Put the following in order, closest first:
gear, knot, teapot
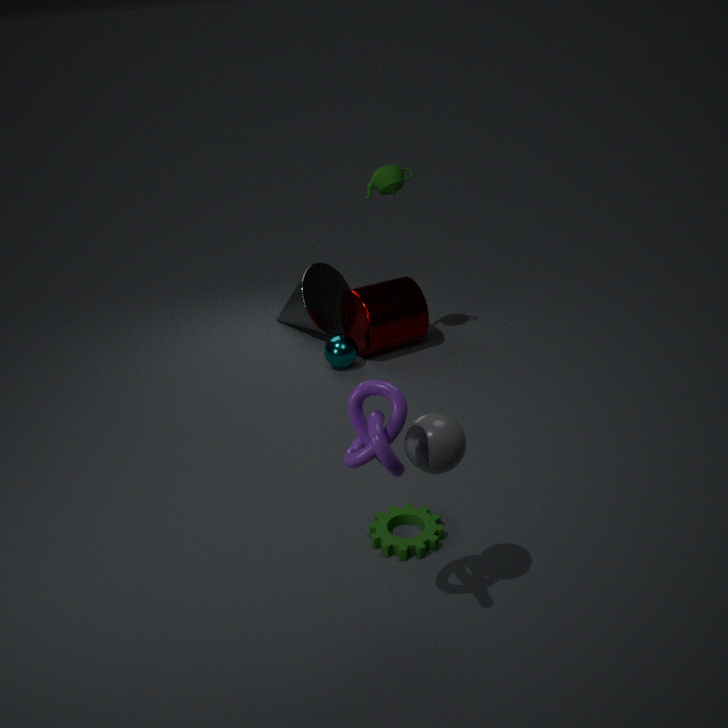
knot → gear → teapot
